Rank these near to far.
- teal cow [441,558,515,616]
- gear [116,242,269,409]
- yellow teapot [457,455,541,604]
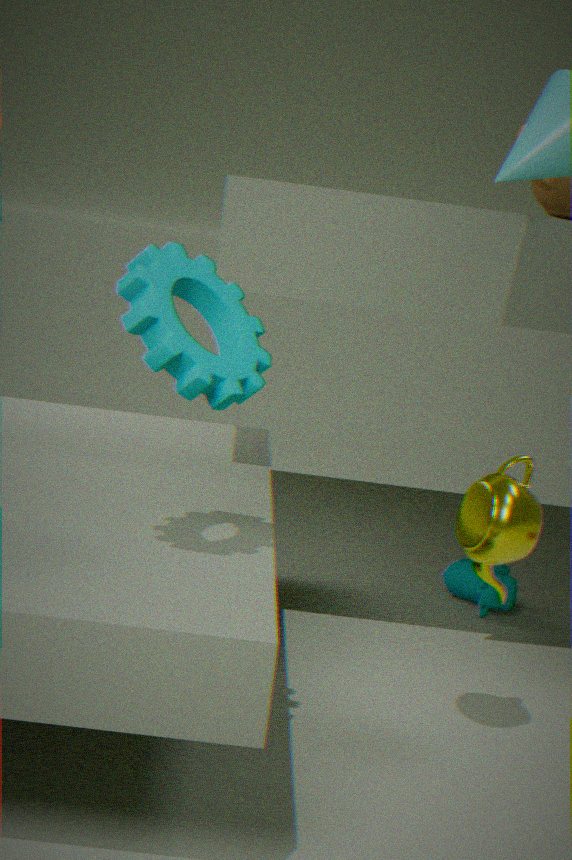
gear [116,242,269,409]
yellow teapot [457,455,541,604]
teal cow [441,558,515,616]
